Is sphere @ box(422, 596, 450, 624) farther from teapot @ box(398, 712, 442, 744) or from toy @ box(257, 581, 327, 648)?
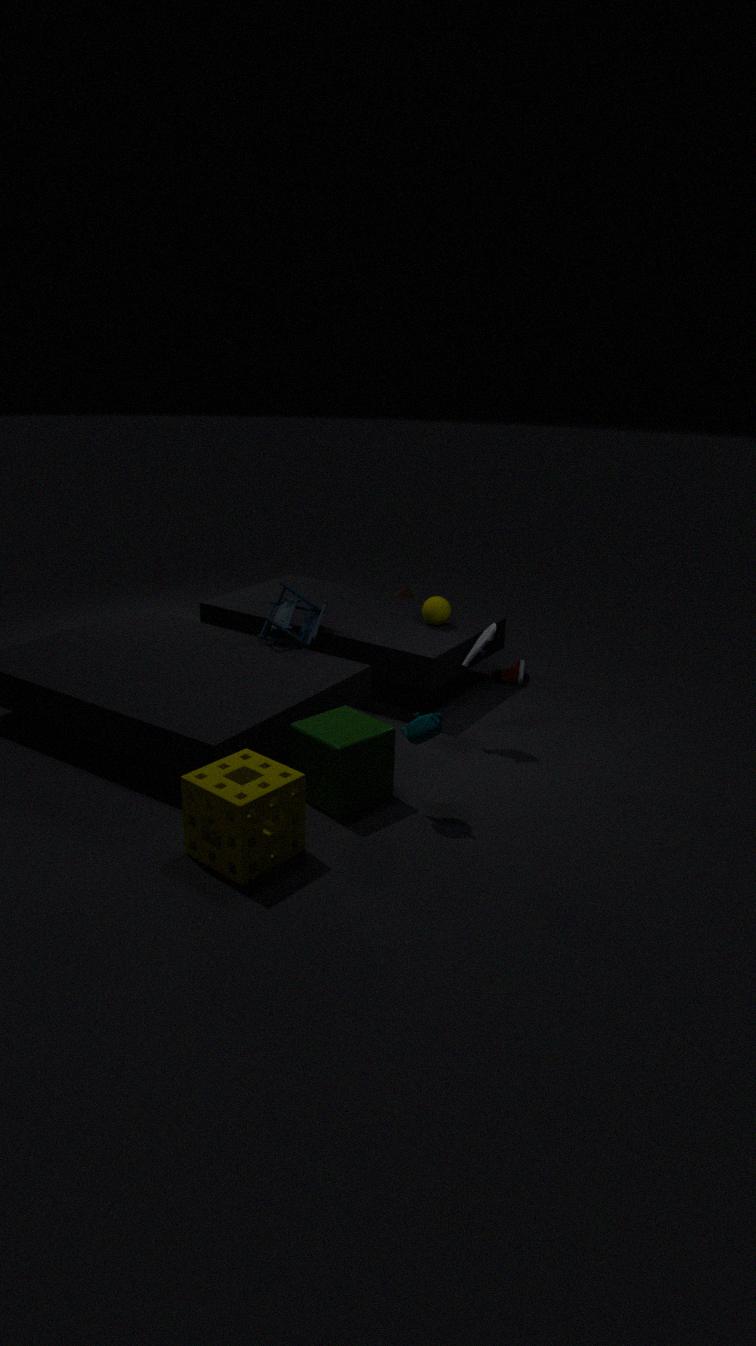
teapot @ box(398, 712, 442, 744)
